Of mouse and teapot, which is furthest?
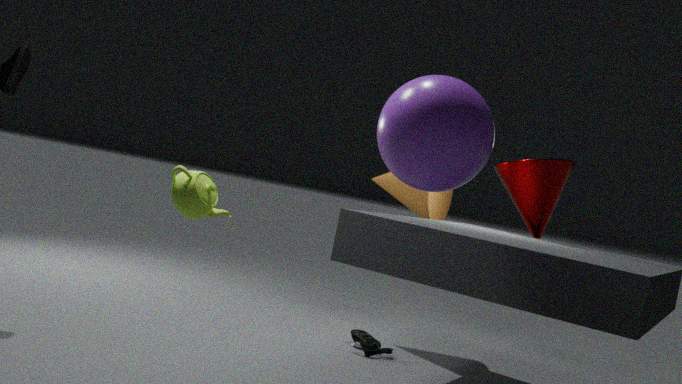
mouse
